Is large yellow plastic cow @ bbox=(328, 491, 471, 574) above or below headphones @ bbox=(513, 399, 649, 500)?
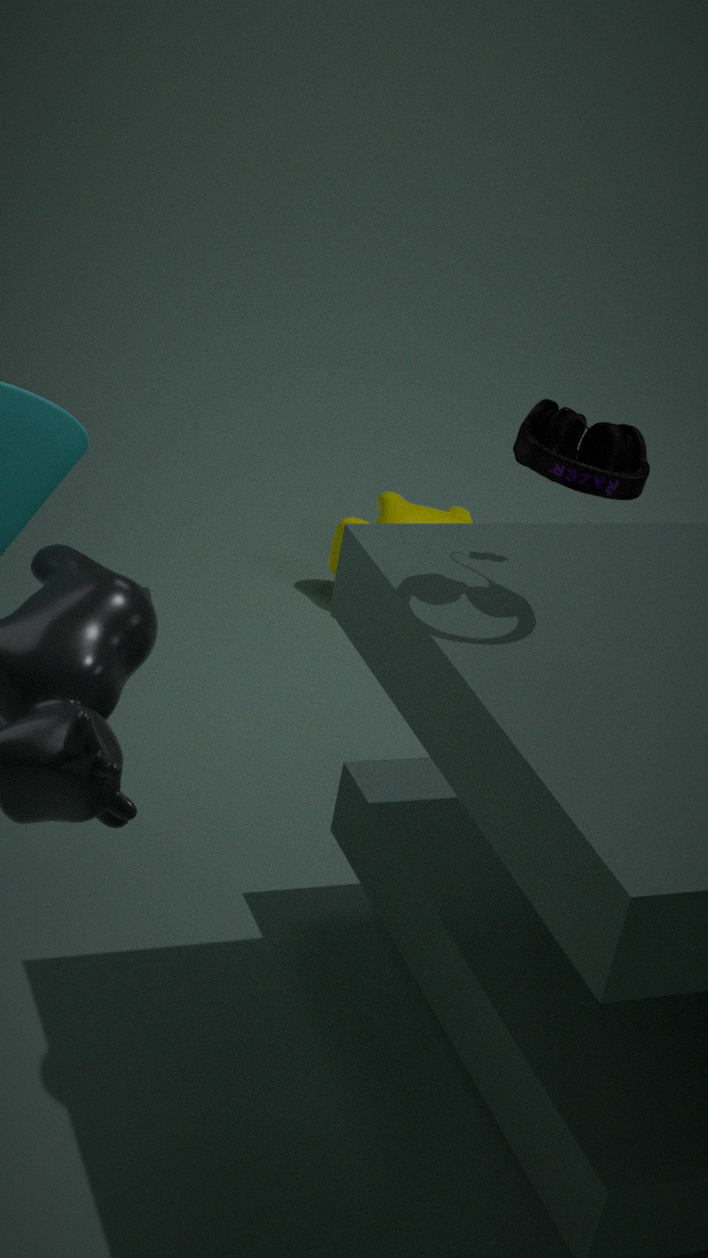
below
